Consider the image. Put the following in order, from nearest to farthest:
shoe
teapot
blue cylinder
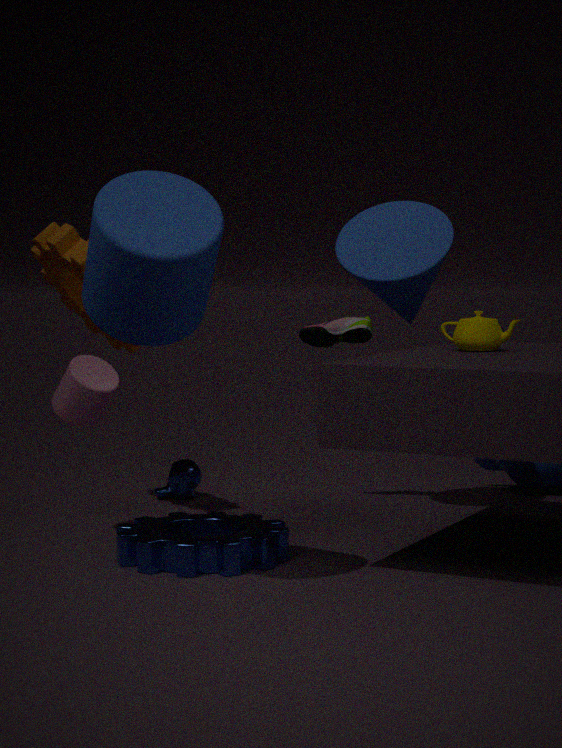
blue cylinder, teapot, shoe
